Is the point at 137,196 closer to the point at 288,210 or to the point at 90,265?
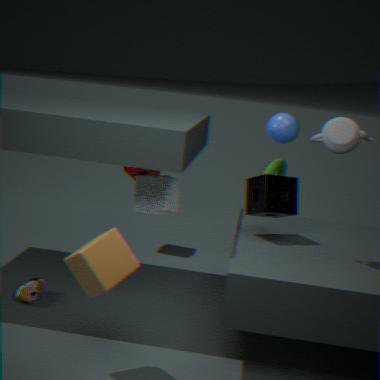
the point at 288,210
